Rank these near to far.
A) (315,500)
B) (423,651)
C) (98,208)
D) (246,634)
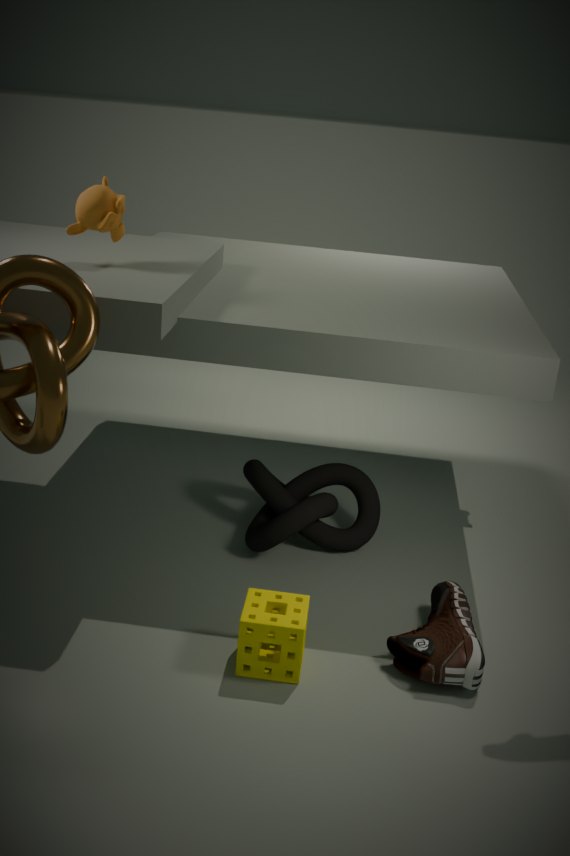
(246,634), (423,651), (98,208), (315,500)
